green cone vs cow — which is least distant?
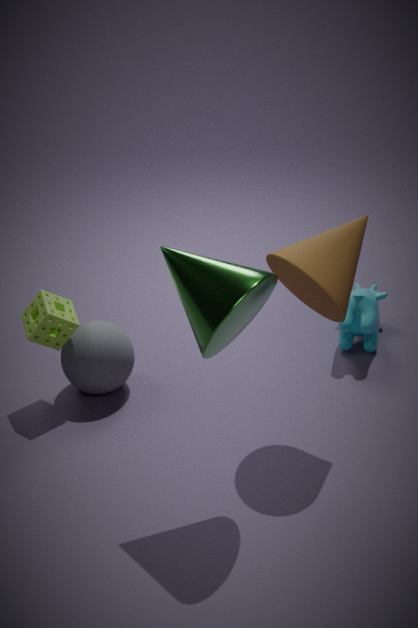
green cone
